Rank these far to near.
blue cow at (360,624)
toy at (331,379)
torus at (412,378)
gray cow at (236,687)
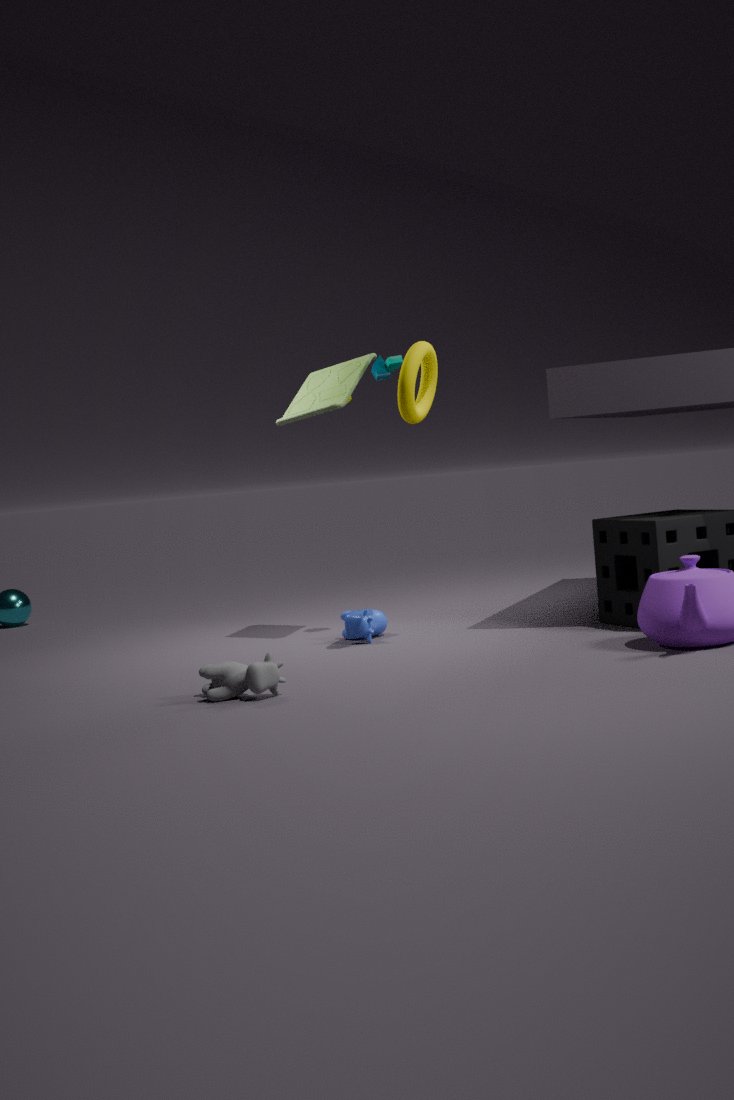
1. toy at (331,379)
2. blue cow at (360,624)
3. torus at (412,378)
4. gray cow at (236,687)
